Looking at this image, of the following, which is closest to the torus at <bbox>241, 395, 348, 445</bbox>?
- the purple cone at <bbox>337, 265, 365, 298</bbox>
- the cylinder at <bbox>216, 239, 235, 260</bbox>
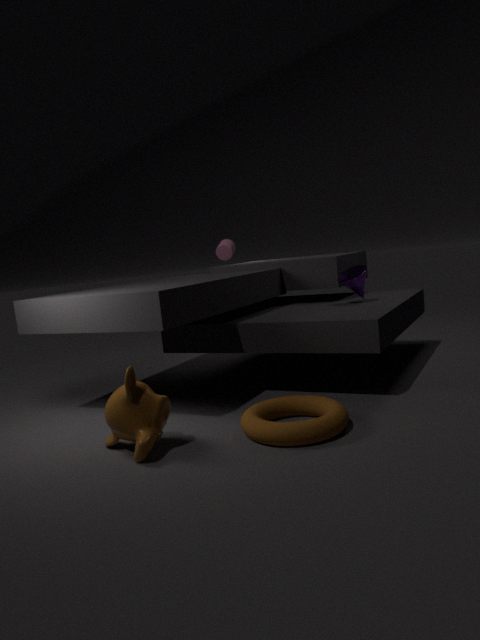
the purple cone at <bbox>337, 265, 365, 298</bbox>
